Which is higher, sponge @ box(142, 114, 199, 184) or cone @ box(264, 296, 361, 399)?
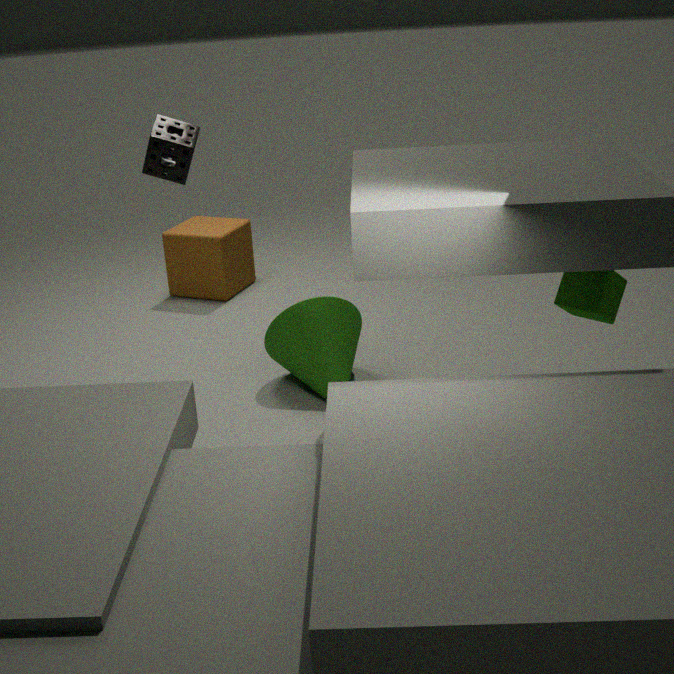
sponge @ box(142, 114, 199, 184)
